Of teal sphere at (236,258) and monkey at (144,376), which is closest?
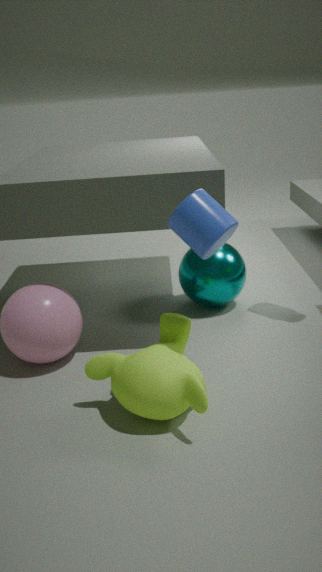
monkey at (144,376)
